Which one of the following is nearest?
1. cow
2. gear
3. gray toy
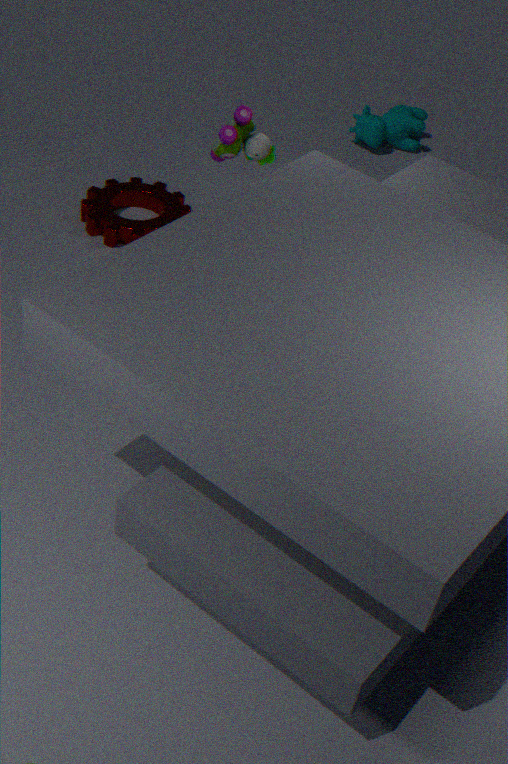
gray toy
